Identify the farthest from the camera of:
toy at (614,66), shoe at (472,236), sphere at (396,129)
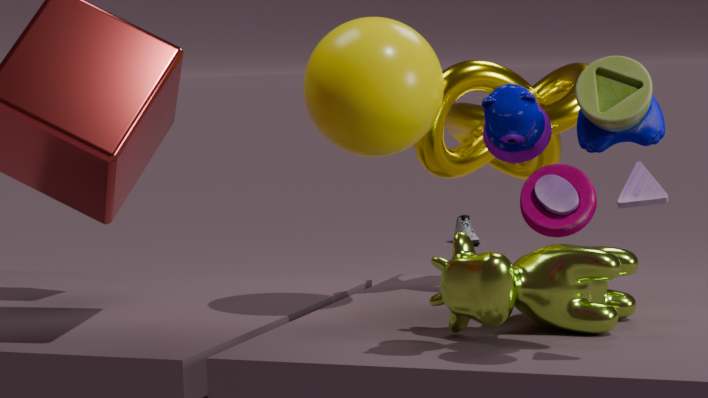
shoe at (472,236)
